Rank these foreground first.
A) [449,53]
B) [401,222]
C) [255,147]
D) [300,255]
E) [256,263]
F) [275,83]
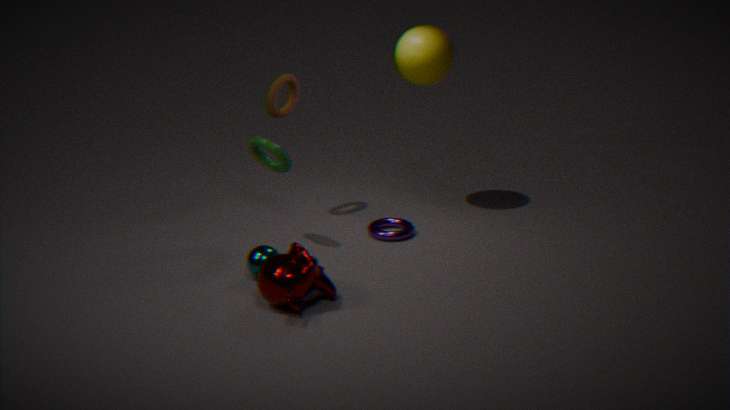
[300,255] < [256,263] < [255,147] < [275,83] < [449,53] < [401,222]
